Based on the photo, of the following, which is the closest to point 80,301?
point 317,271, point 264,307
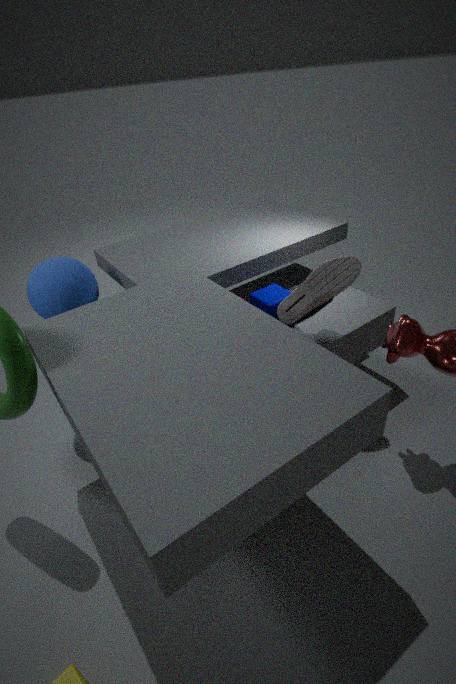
point 264,307
